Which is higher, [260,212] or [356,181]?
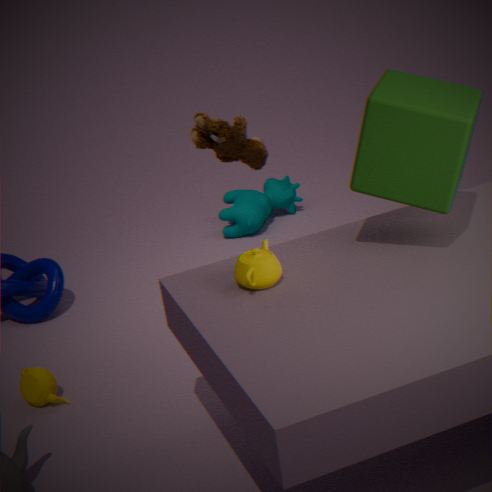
[356,181]
